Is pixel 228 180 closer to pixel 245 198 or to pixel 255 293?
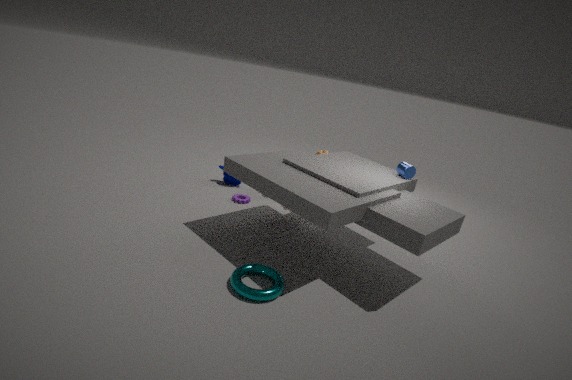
pixel 245 198
